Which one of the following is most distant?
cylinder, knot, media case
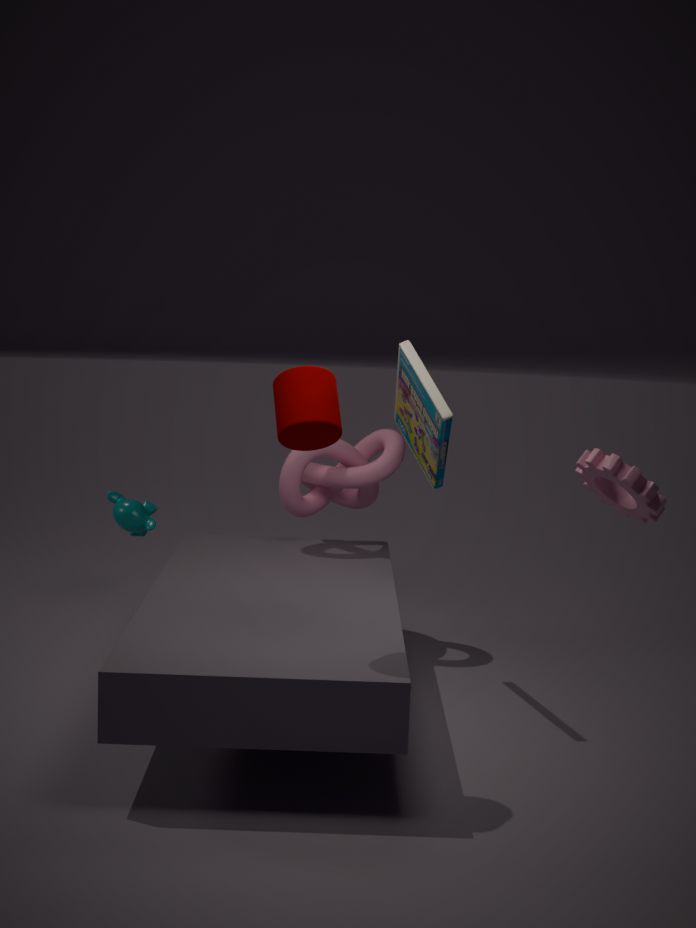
knot
